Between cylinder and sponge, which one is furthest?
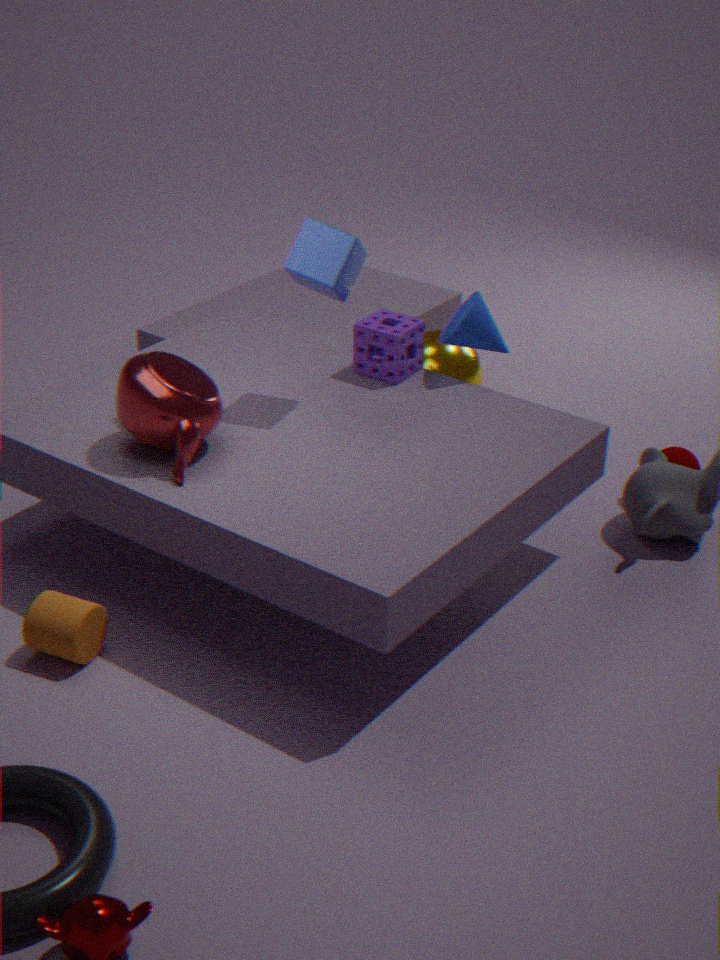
sponge
